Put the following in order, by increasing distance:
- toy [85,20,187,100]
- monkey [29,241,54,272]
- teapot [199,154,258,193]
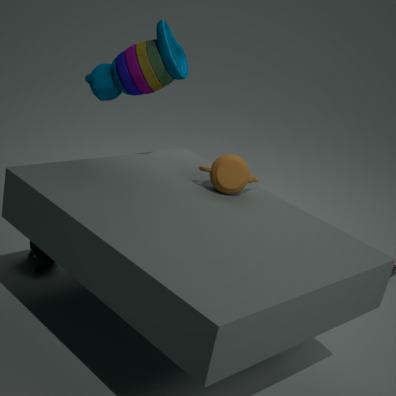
toy [85,20,187,100] → teapot [199,154,258,193] → monkey [29,241,54,272]
